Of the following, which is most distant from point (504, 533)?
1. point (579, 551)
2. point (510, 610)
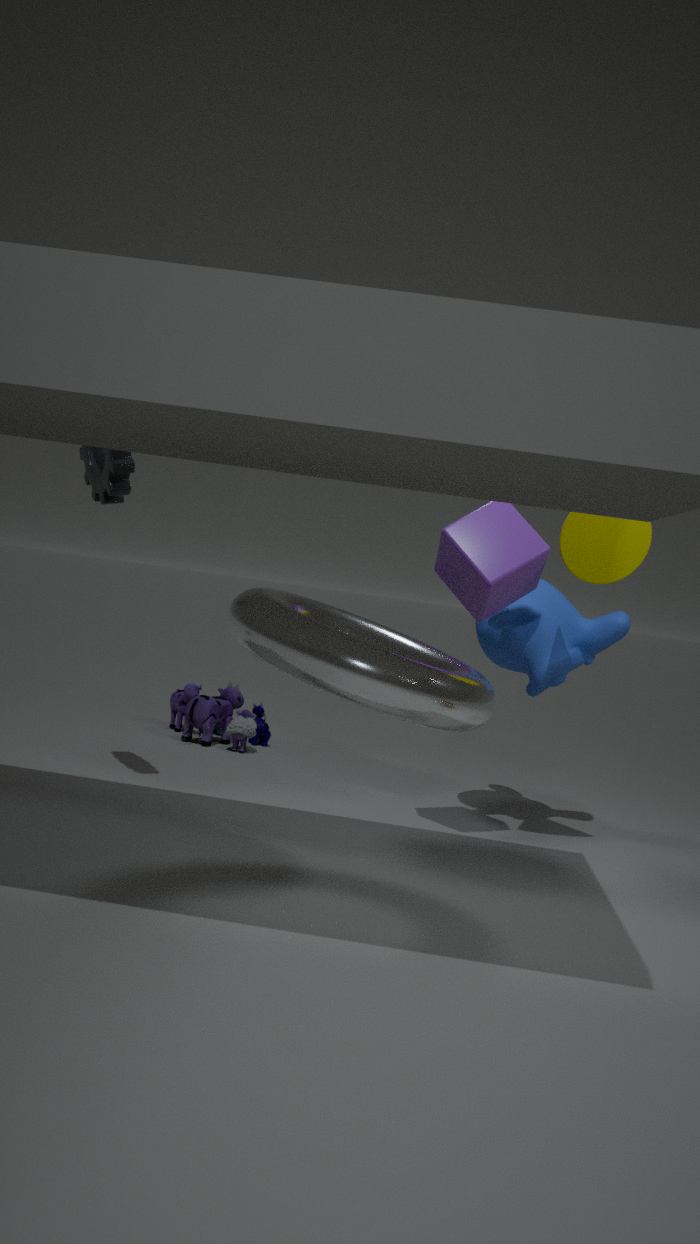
point (510, 610)
